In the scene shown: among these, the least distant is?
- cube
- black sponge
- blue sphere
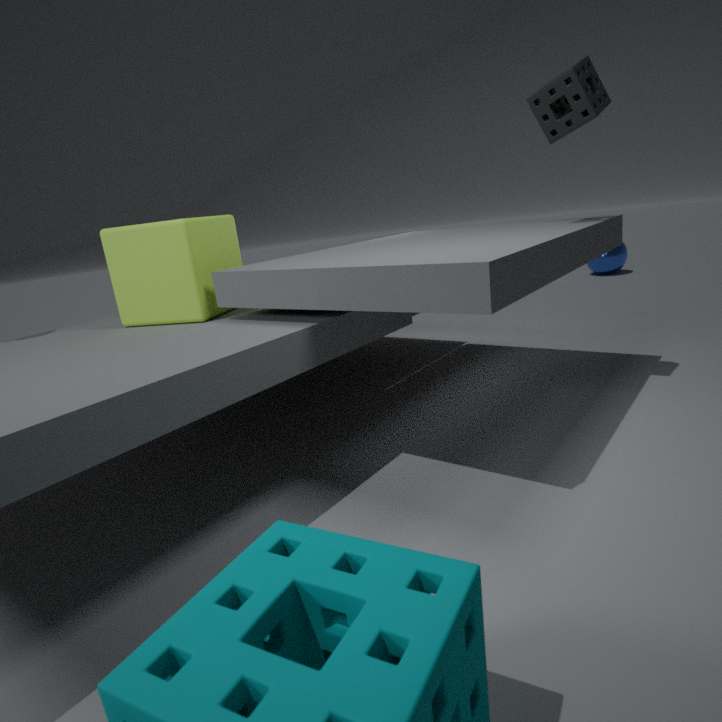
black sponge
